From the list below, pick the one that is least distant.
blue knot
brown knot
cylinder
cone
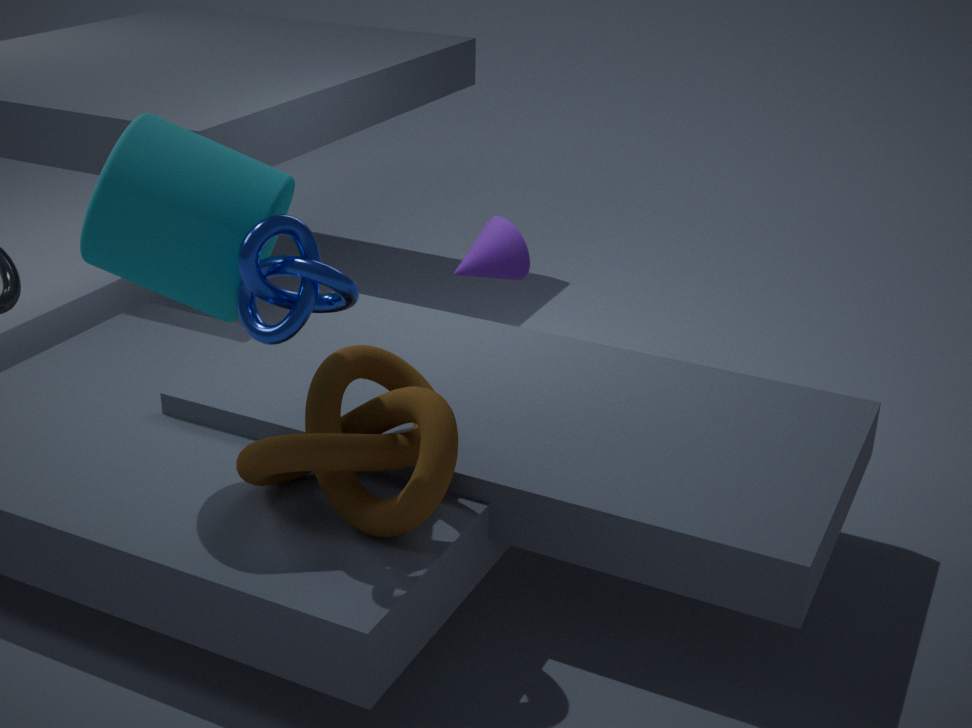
blue knot
